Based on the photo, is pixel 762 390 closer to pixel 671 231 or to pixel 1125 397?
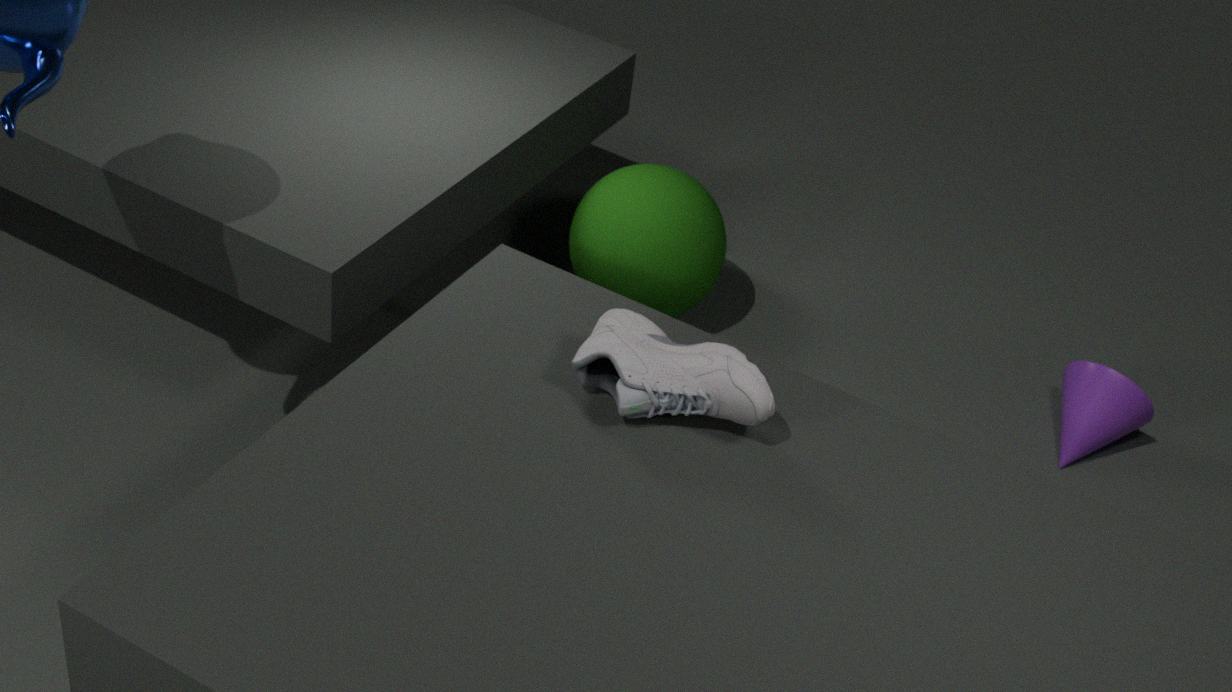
pixel 671 231
